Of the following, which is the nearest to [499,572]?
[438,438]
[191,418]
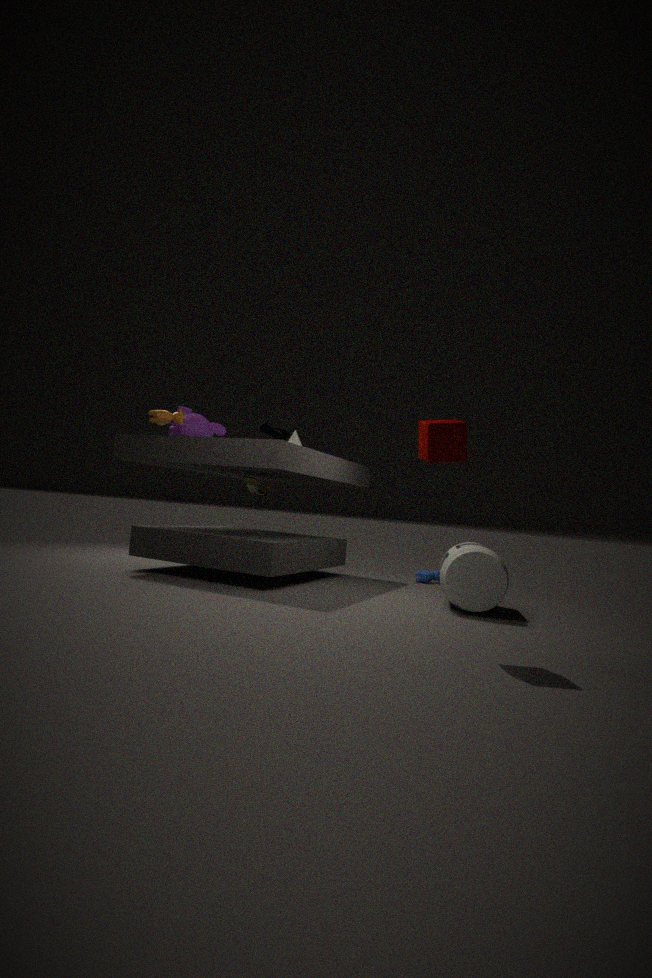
[438,438]
